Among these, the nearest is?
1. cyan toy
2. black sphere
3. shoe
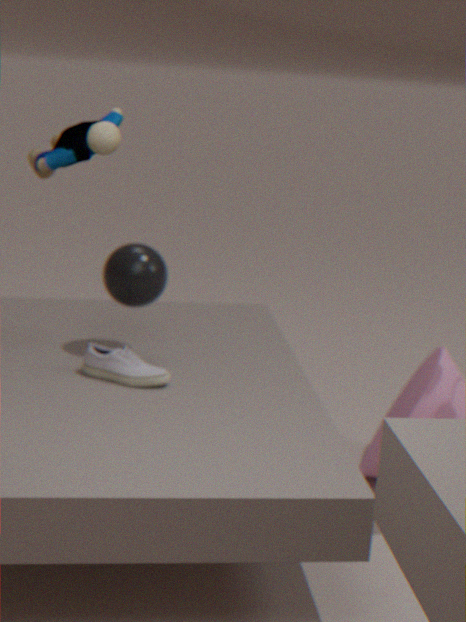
cyan toy
